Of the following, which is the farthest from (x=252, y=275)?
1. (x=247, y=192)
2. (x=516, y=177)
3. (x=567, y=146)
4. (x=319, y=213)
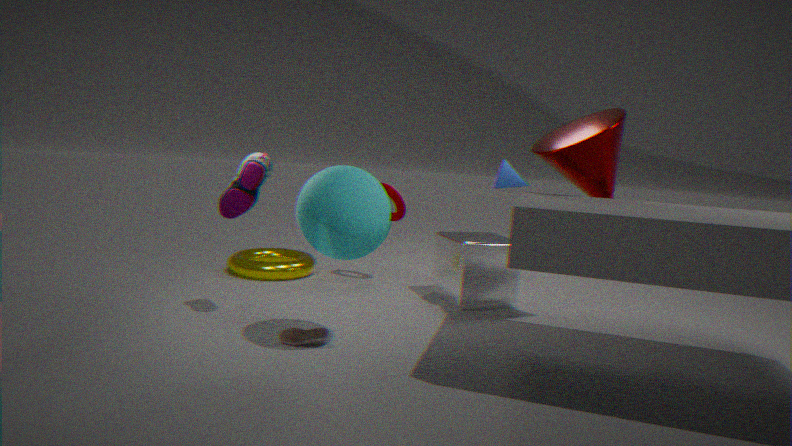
(x=567, y=146)
